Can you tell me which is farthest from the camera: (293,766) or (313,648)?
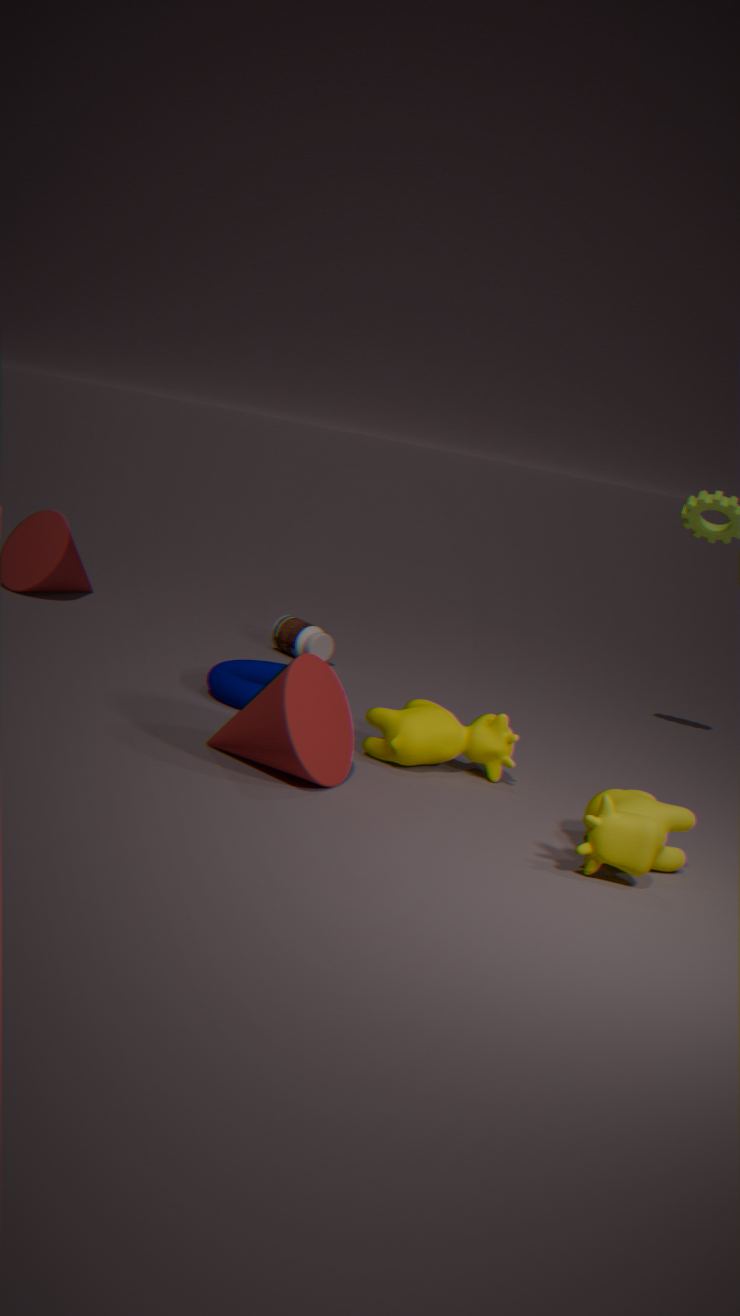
(313,648)
